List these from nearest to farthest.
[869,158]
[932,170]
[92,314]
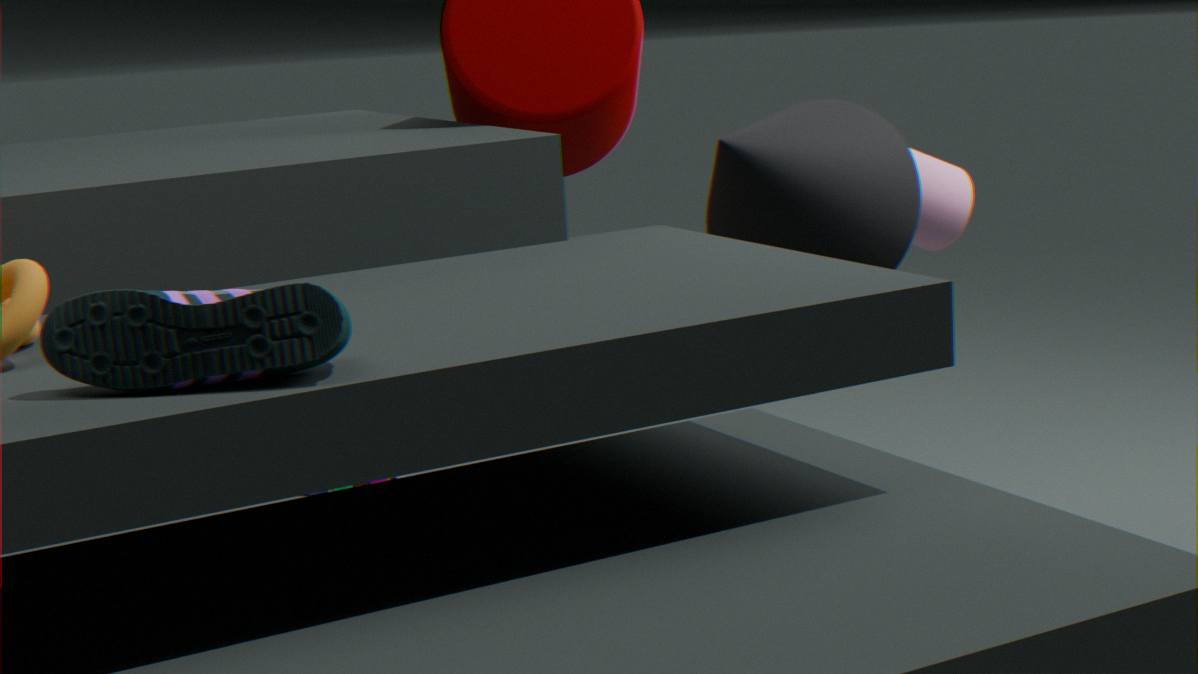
[92,314]
[869,158]
[932,170]
